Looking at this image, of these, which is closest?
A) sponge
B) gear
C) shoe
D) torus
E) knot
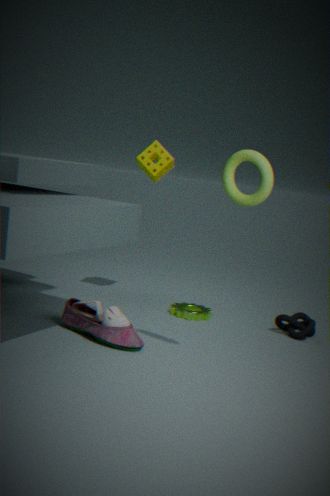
torus
